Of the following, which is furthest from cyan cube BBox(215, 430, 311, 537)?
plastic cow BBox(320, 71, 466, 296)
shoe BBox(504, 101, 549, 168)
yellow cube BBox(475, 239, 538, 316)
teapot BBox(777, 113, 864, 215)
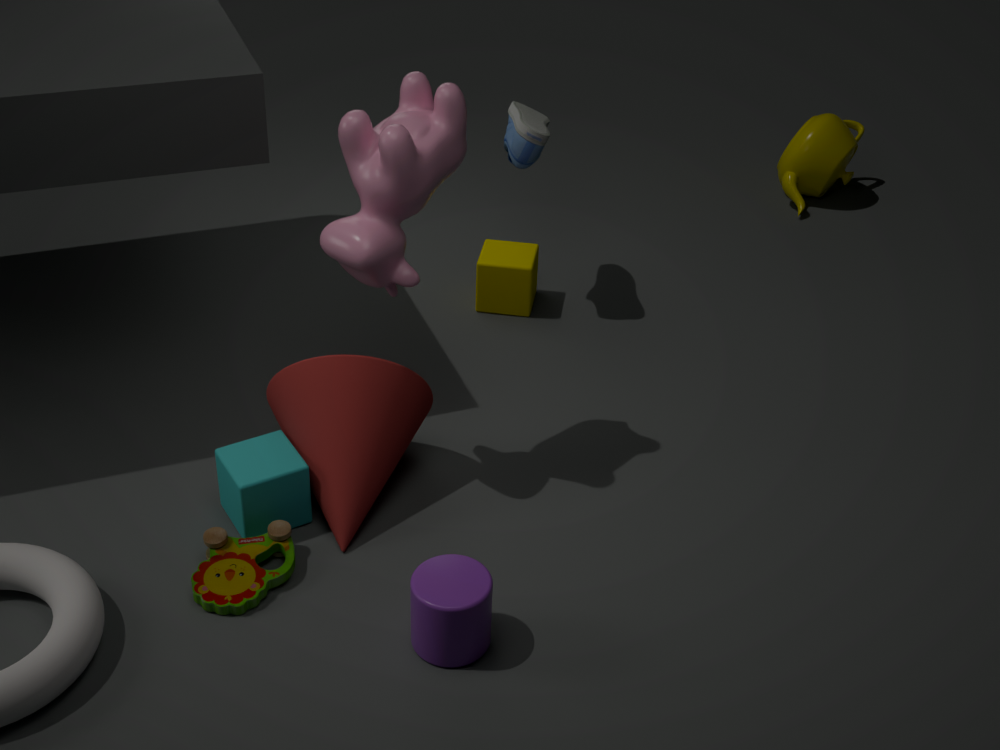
teapot BBox(777, 113, 864, 215)
